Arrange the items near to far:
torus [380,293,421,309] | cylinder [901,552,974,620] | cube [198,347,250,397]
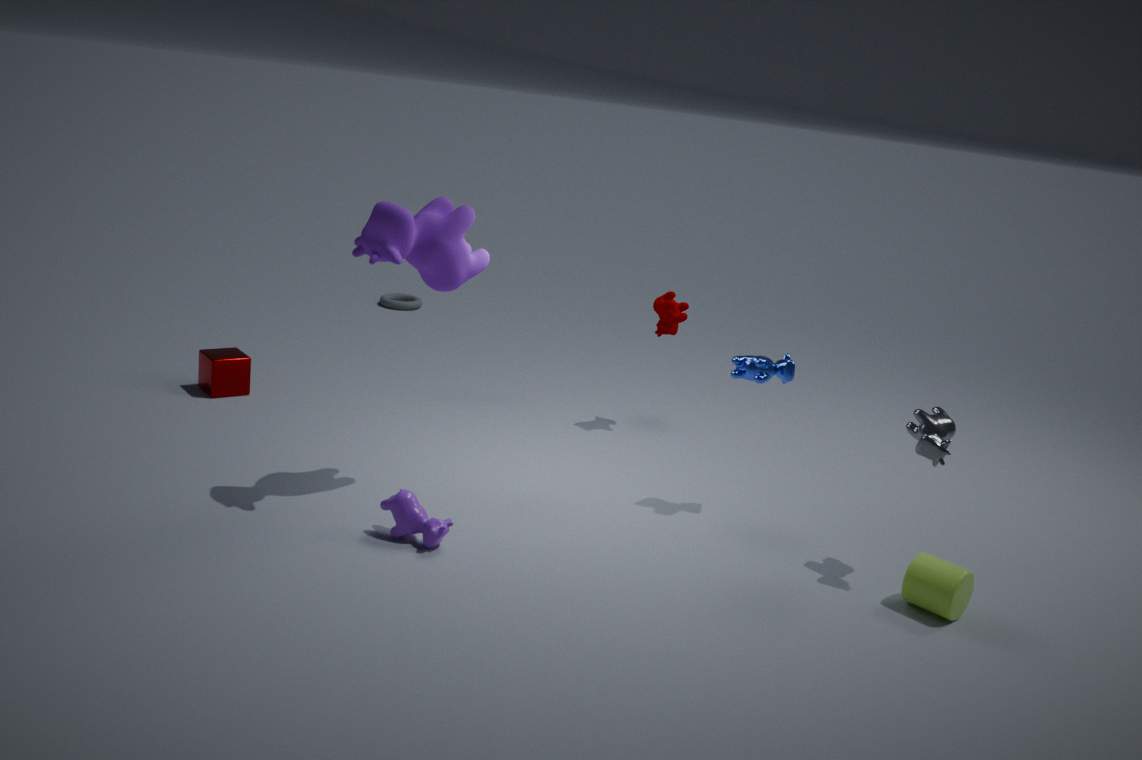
1. cylinder [901,552,974,620]
2. cube [198,347,250,397]
3. torus [380,293,421,309]
